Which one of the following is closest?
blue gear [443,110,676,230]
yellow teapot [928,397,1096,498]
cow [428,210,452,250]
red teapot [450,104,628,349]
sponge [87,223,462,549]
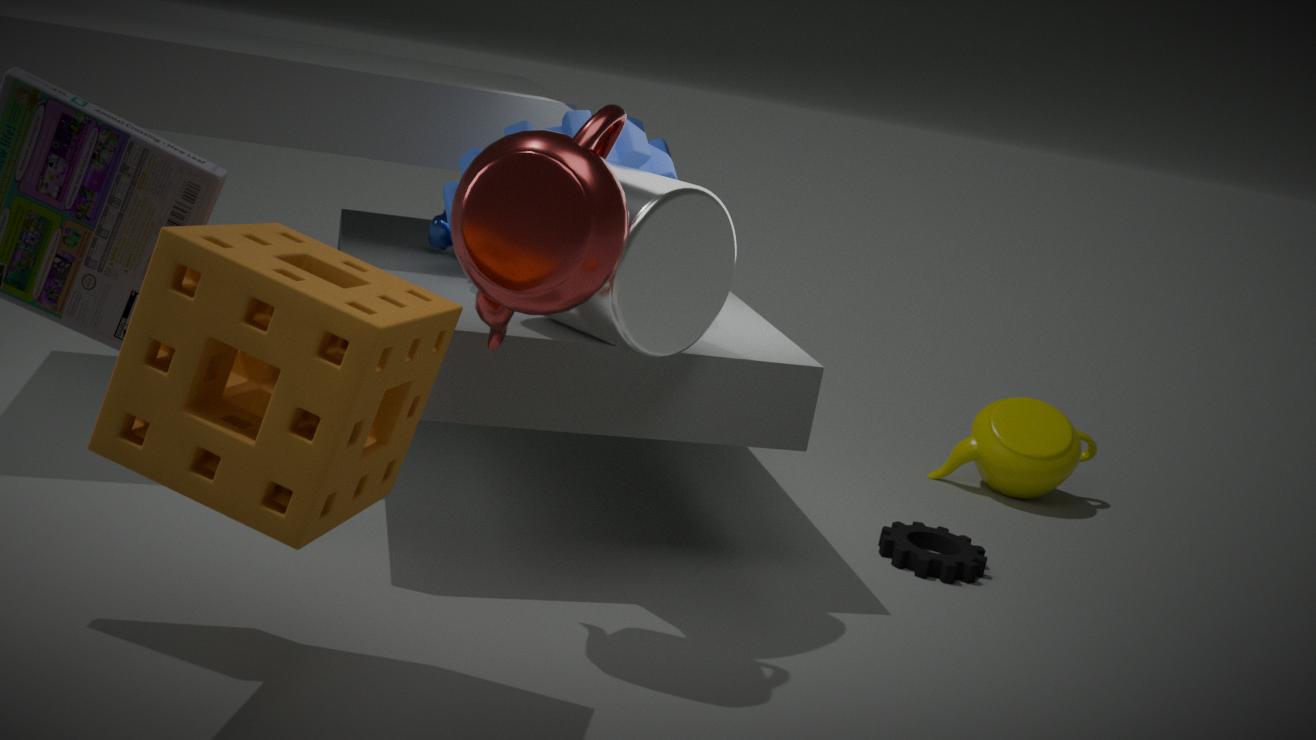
sponge [87,223,462,549]
